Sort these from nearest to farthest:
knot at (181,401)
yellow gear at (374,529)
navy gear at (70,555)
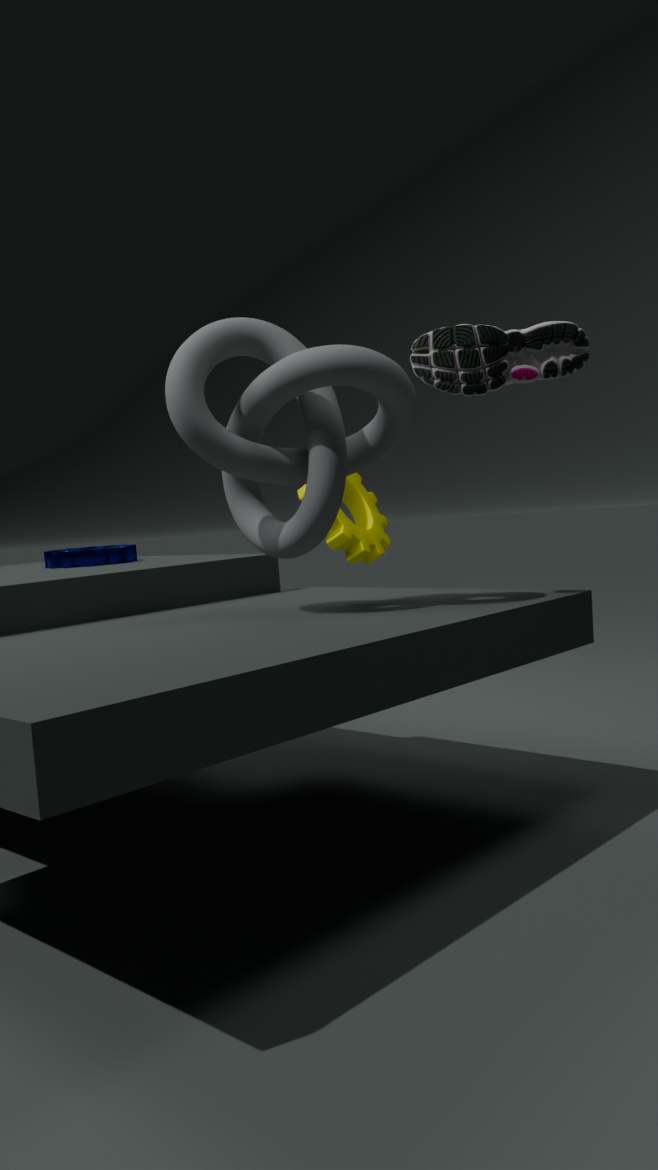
knot at (181,401)
navy gear at (70,555)
yellow gear at (374,529)
